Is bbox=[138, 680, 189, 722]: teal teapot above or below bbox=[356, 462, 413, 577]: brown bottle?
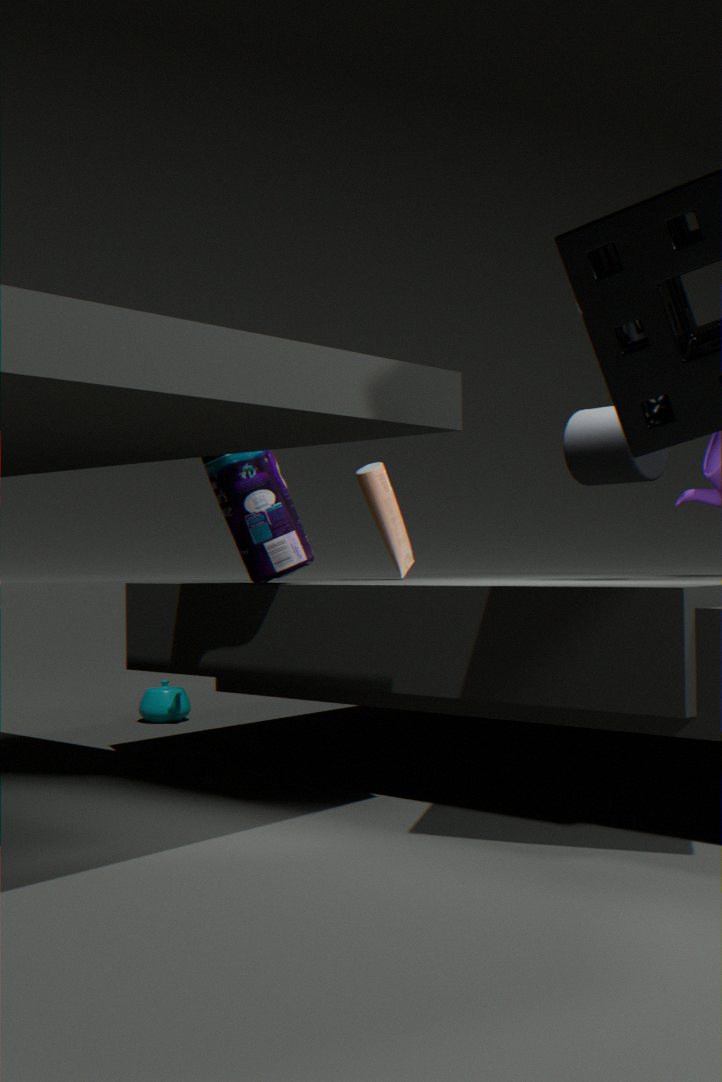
below
